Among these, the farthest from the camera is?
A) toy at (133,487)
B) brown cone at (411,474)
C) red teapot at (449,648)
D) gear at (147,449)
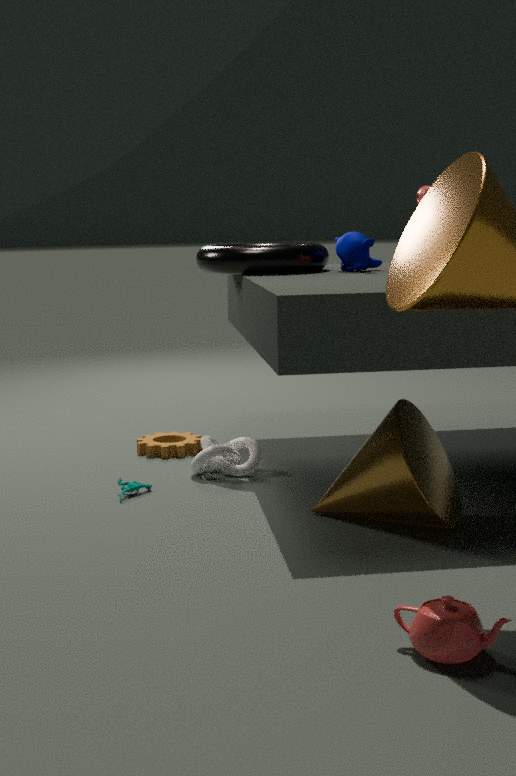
gear at (147,449)
